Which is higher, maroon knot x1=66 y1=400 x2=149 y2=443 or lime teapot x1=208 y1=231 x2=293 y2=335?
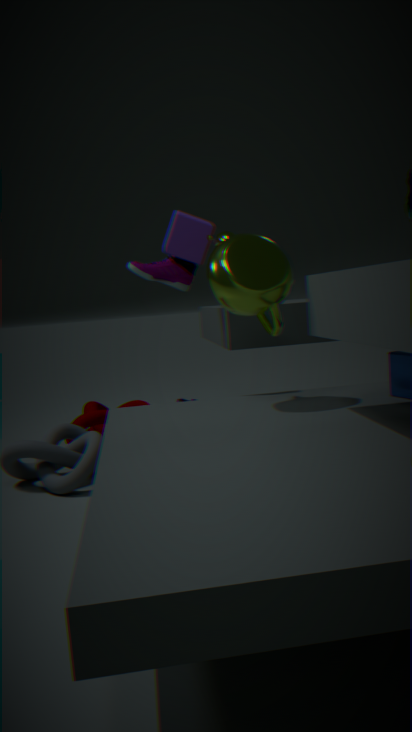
lime teapot x1=208 y1=231 x2=293 y2=335
